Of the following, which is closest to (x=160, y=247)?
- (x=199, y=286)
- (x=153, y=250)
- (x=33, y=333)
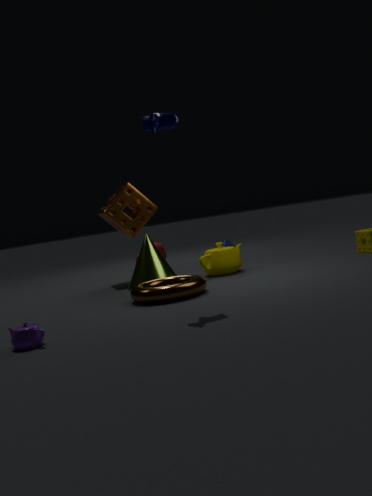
(x=153, y=250)
